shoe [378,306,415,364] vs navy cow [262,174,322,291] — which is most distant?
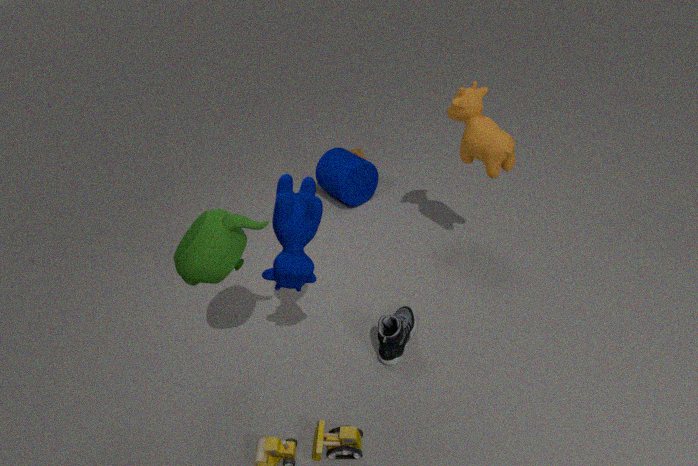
shoe [378,306,415,364]
